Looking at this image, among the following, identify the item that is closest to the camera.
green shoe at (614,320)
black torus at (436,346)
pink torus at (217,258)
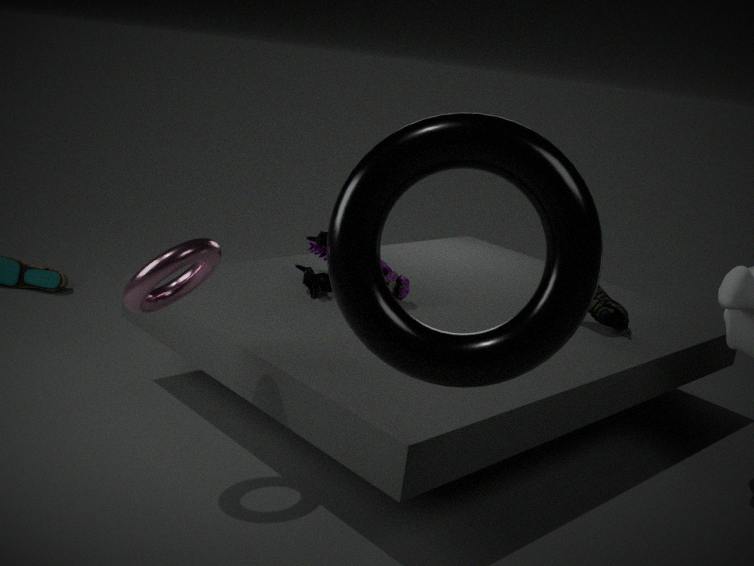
black torus at (436,346)
